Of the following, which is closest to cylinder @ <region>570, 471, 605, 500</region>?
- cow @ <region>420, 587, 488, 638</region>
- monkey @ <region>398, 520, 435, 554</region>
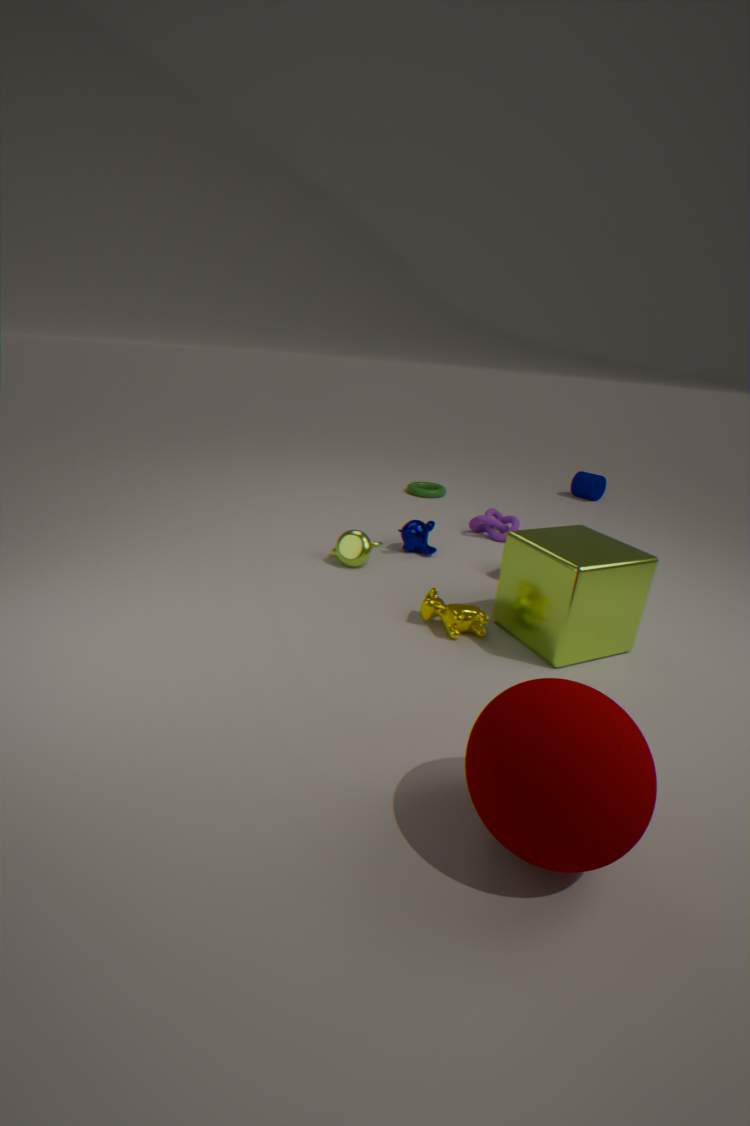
monkey @ <region>398, 520, 435, 554</region>
